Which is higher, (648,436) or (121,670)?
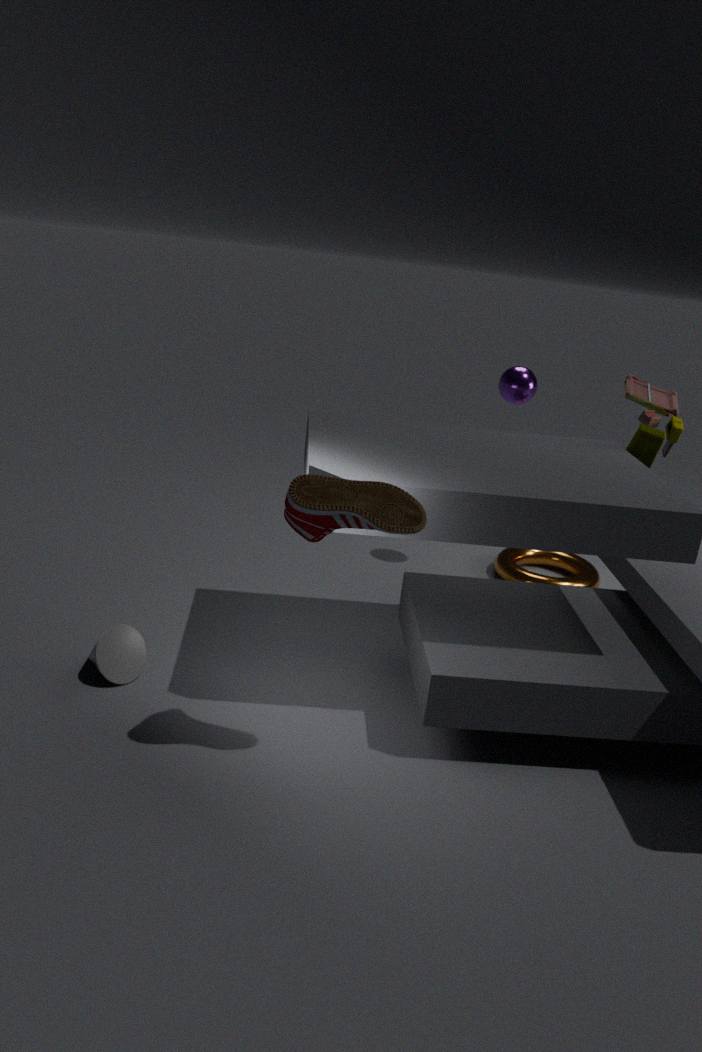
(648,436)
